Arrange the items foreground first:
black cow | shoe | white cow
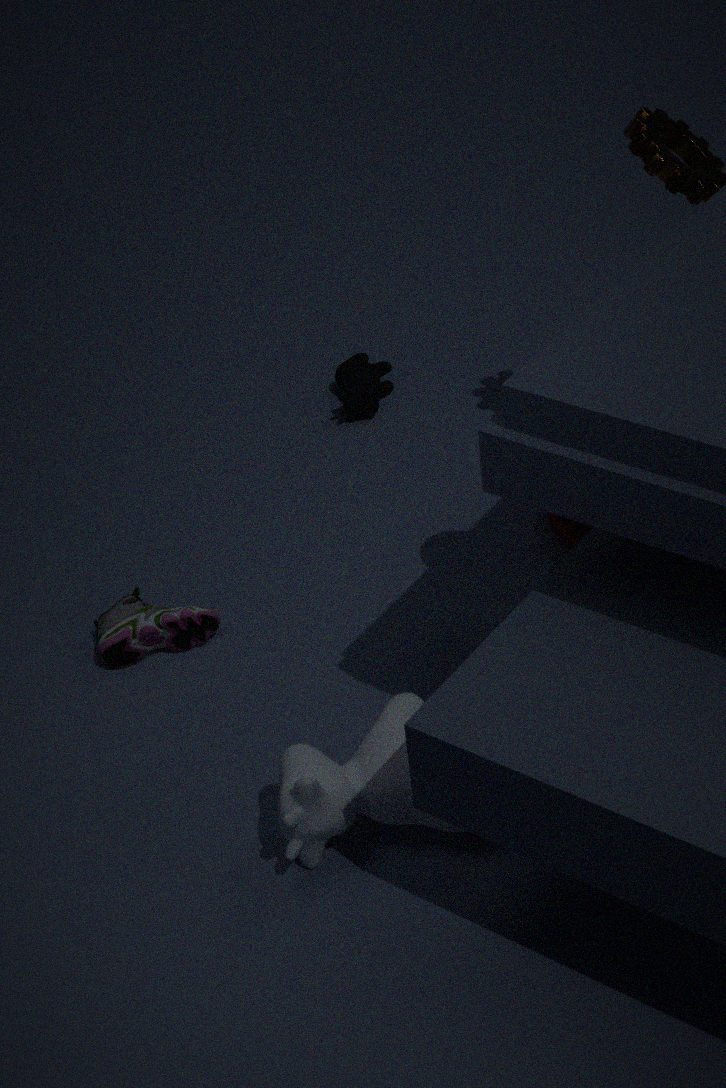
white cow < shoe < black cow
